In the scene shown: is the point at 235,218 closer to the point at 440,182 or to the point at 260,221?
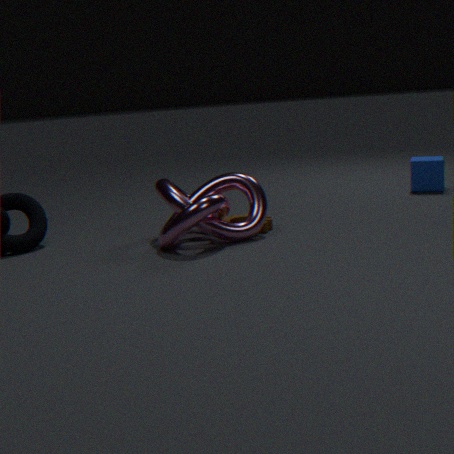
the point at 260,221
